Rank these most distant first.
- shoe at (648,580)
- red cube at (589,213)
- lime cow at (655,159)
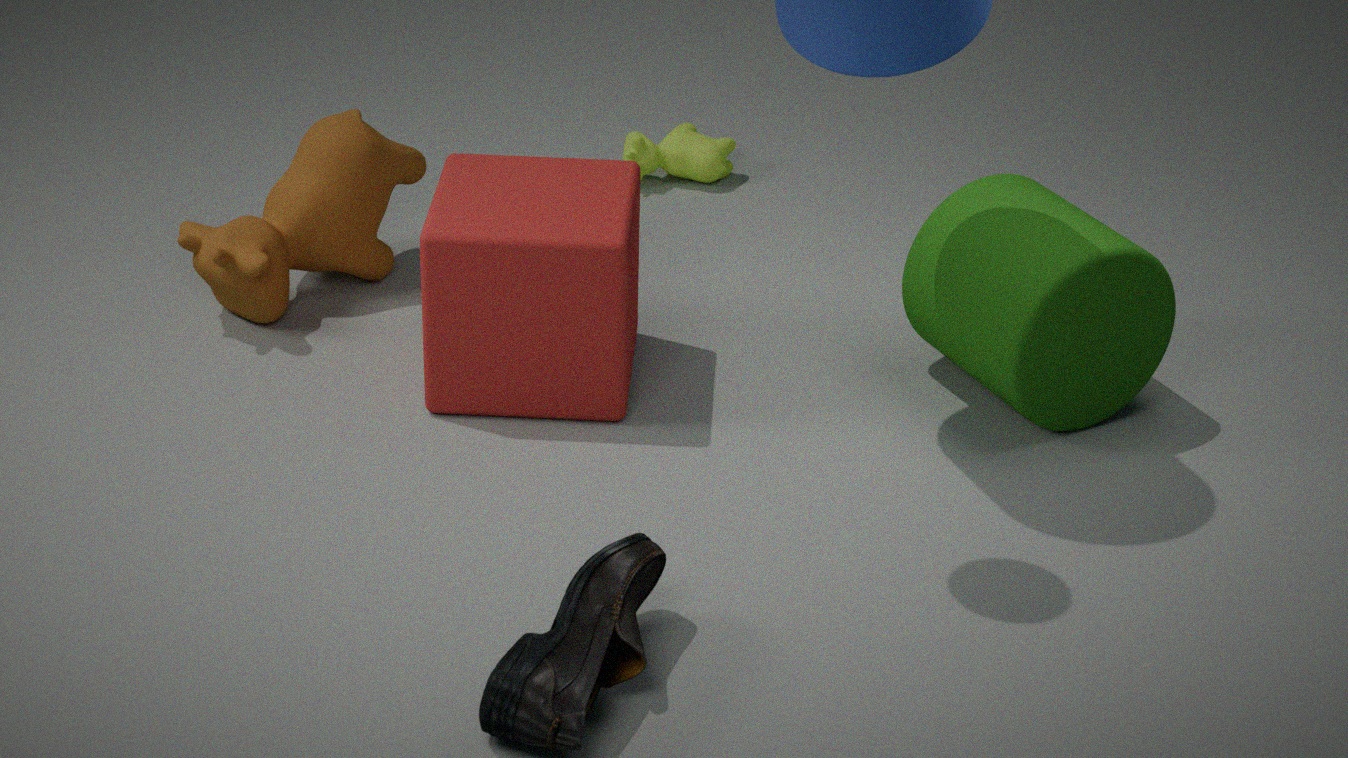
lime cow at (655,159), red cube at (589,213), shoe at (648,580)
